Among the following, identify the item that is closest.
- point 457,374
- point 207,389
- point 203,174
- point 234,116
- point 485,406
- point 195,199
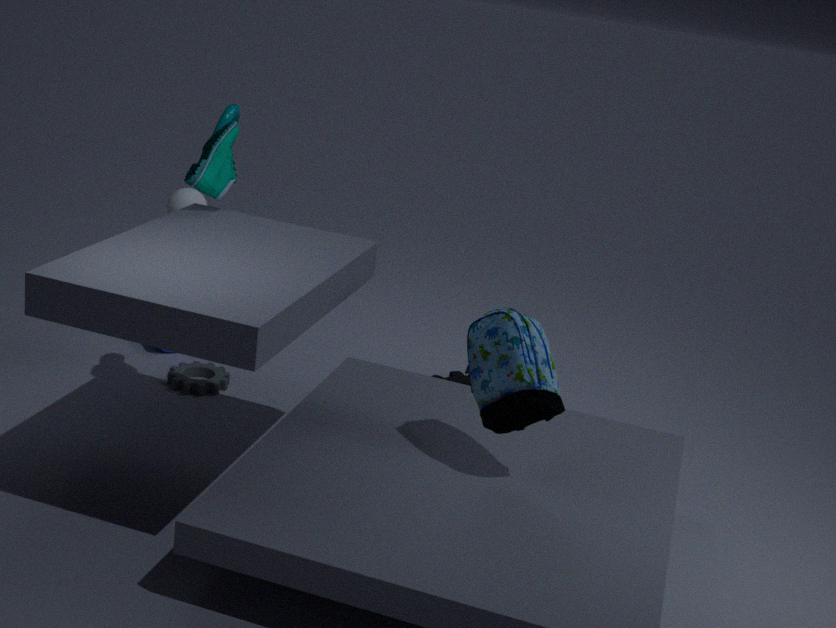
point 485,406
